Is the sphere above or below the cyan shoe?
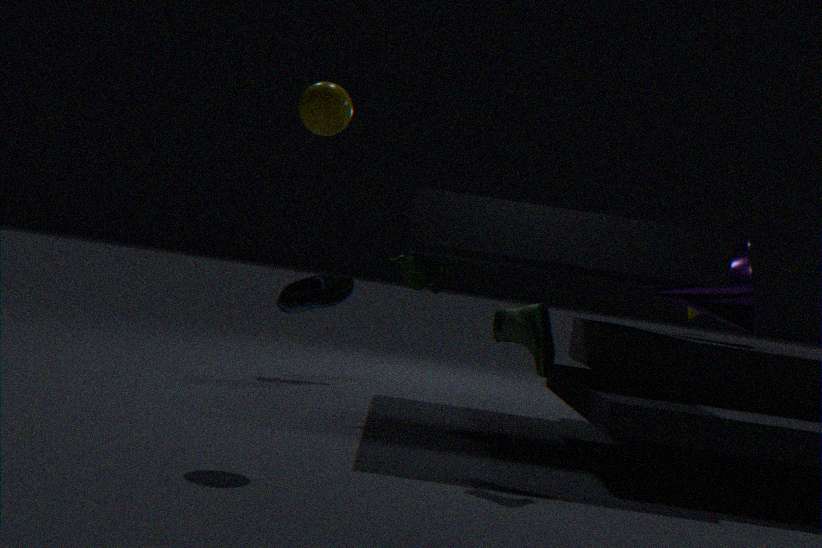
above
